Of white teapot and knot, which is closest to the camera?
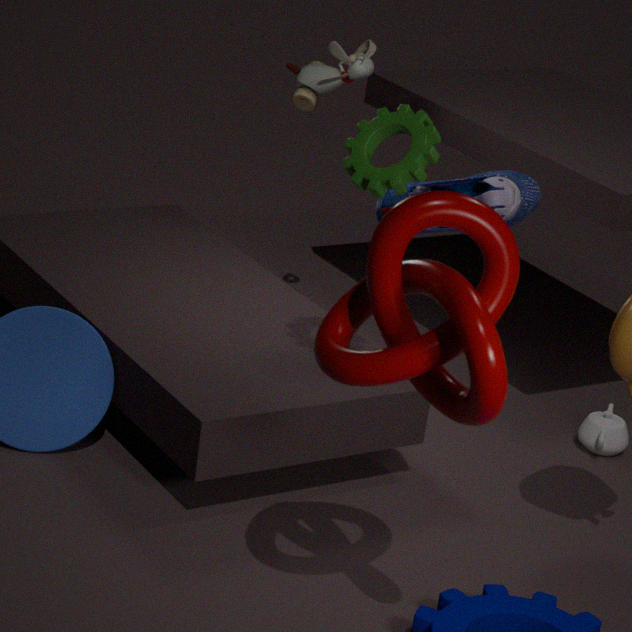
knot
